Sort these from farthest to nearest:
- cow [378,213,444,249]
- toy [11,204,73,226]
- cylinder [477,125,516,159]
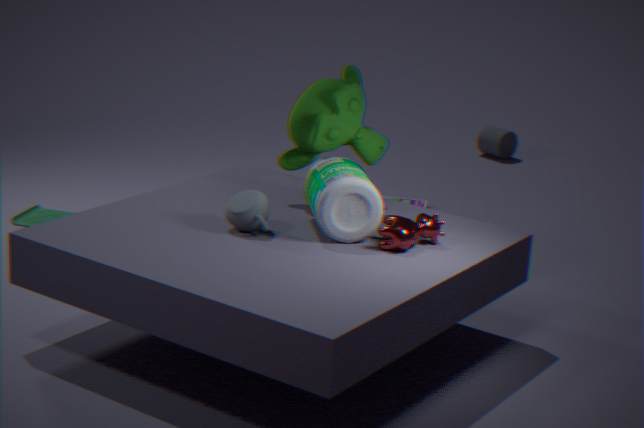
cylinder [477,125,516,159] → toy [11,204,73,226] → cow [378,213,444,249]
